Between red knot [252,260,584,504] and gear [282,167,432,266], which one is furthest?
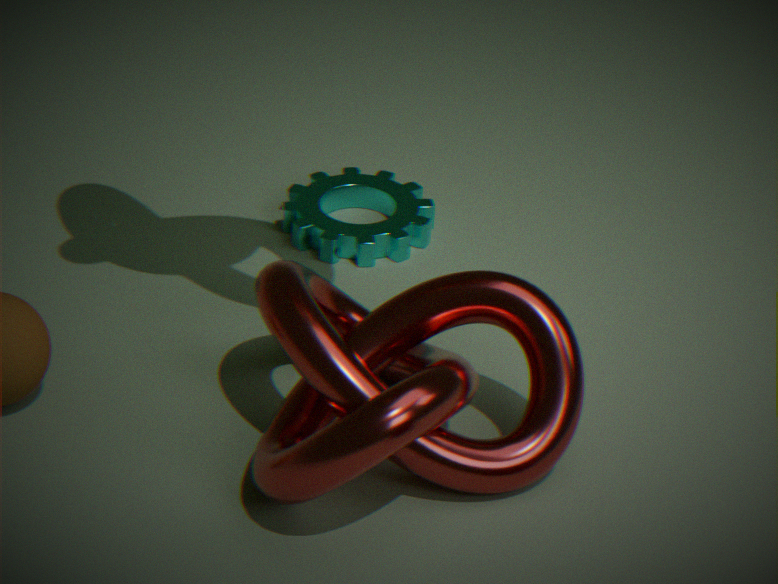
gear [282,167,432,266]
